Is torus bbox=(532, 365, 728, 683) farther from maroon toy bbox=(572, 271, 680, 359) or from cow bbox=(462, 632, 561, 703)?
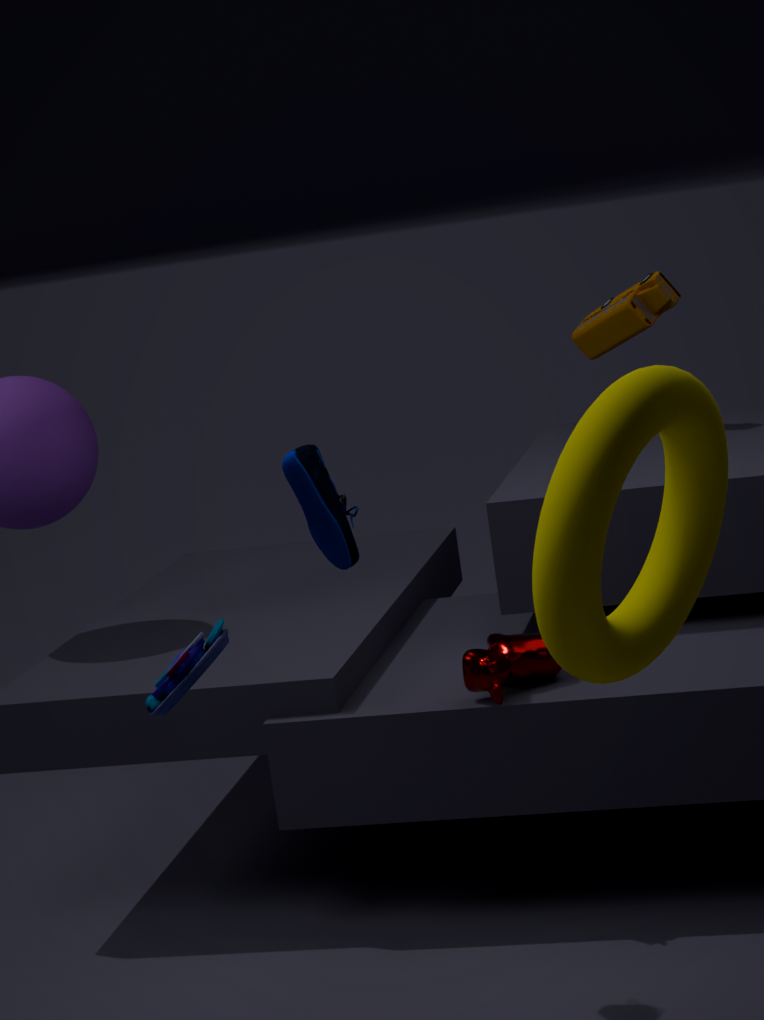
maroon toy bbox=(572, 271, 680, 359)
